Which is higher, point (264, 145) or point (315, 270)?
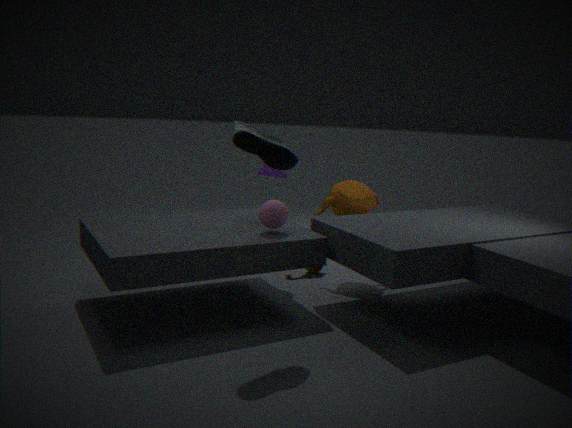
point (264, 145)
